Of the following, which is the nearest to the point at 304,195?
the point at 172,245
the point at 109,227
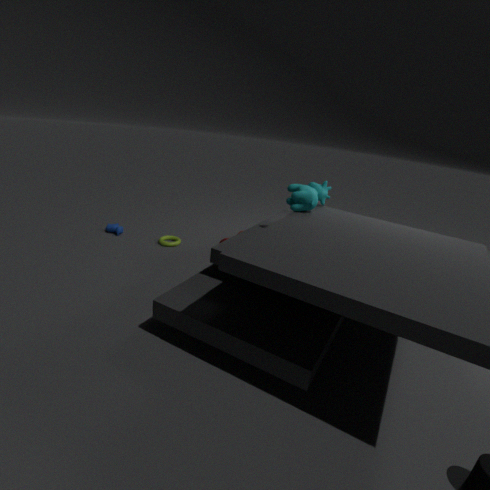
the point at 172,245
